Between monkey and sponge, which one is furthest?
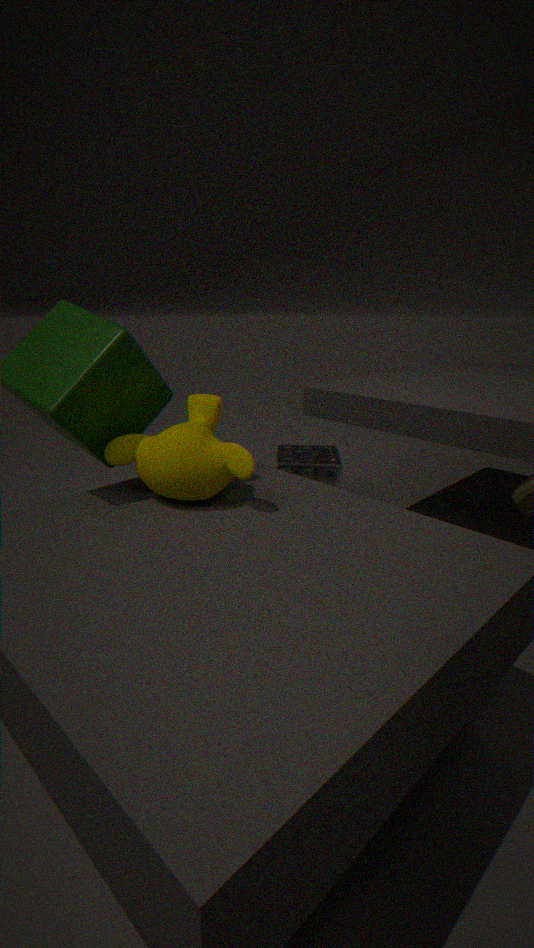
sponge
